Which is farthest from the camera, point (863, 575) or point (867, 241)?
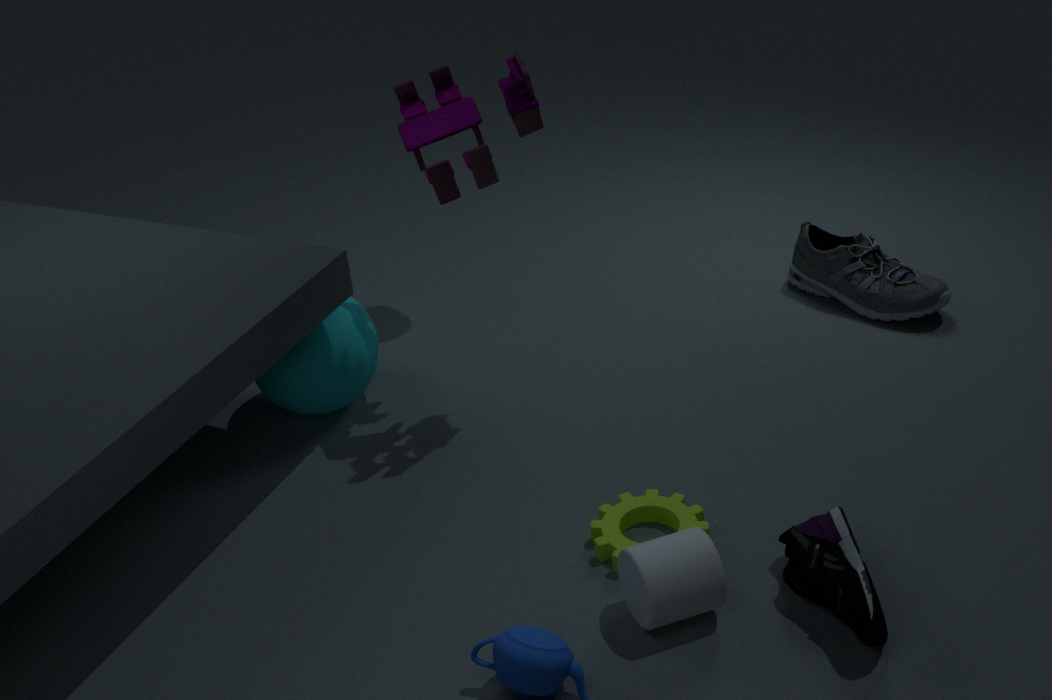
point (867, 241)
